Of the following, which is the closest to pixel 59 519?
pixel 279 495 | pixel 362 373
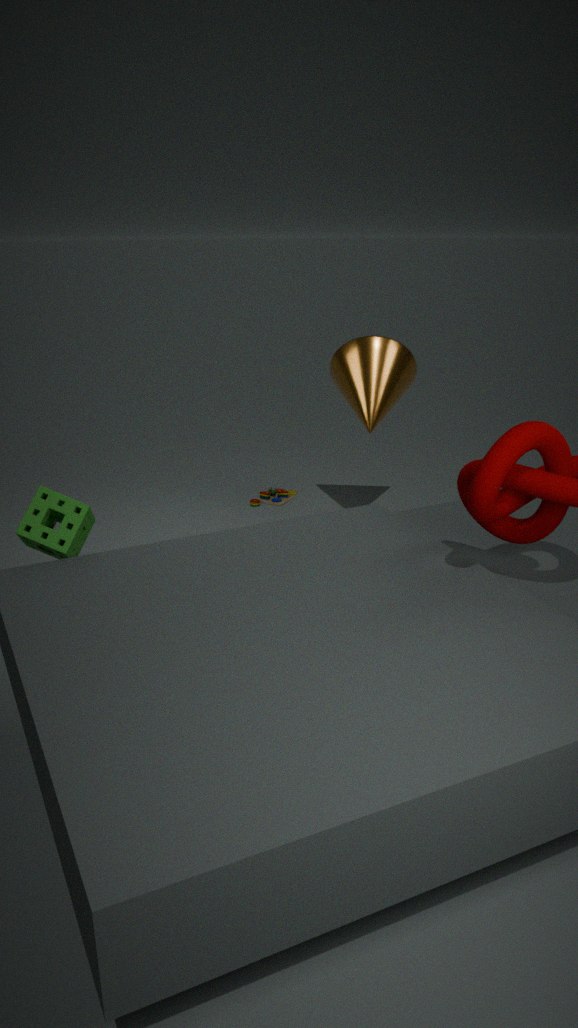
pixel 362 373
